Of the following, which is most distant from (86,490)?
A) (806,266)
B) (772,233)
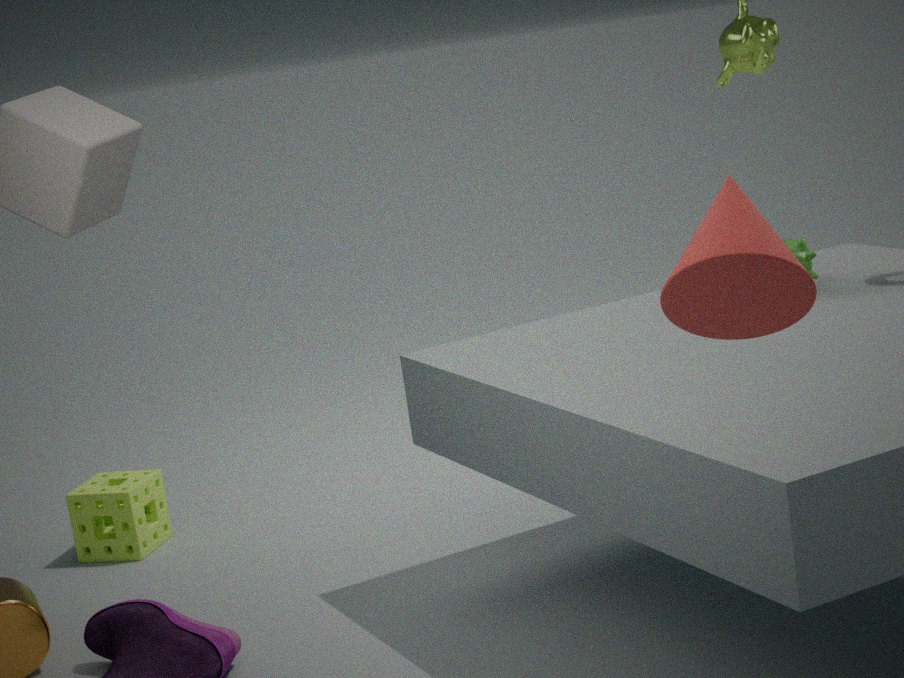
(772,233)
